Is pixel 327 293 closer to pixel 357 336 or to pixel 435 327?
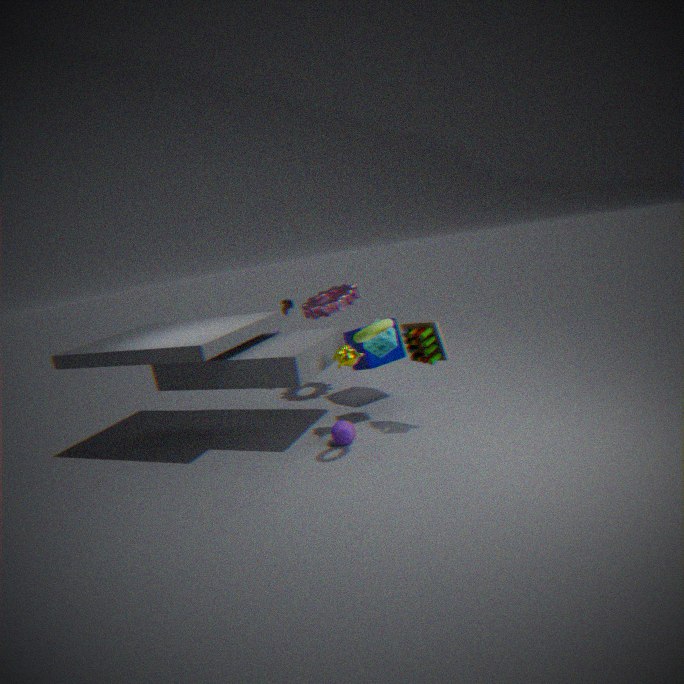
pixel 435 327
